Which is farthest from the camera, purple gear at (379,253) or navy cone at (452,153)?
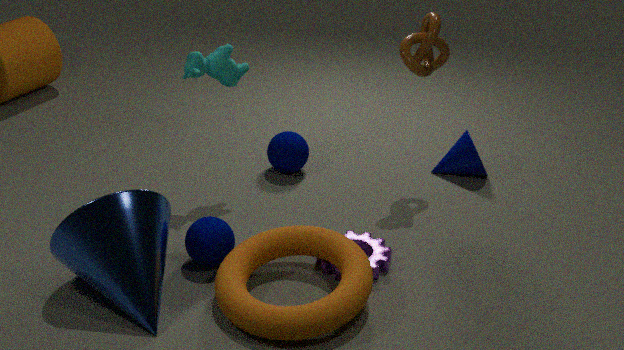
navy cone at (452,153)
